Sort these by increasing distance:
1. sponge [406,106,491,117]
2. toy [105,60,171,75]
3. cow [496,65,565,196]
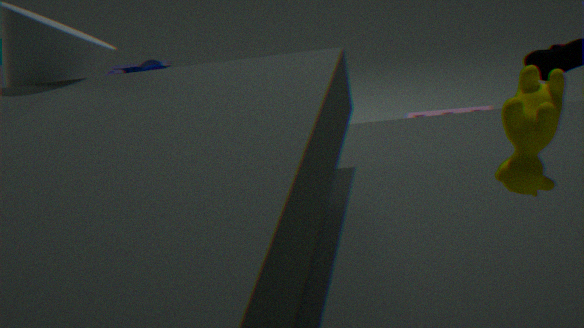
cow [496,65,565,196] < toy [105,60,171,75] < sponge [406,106,491,117]
